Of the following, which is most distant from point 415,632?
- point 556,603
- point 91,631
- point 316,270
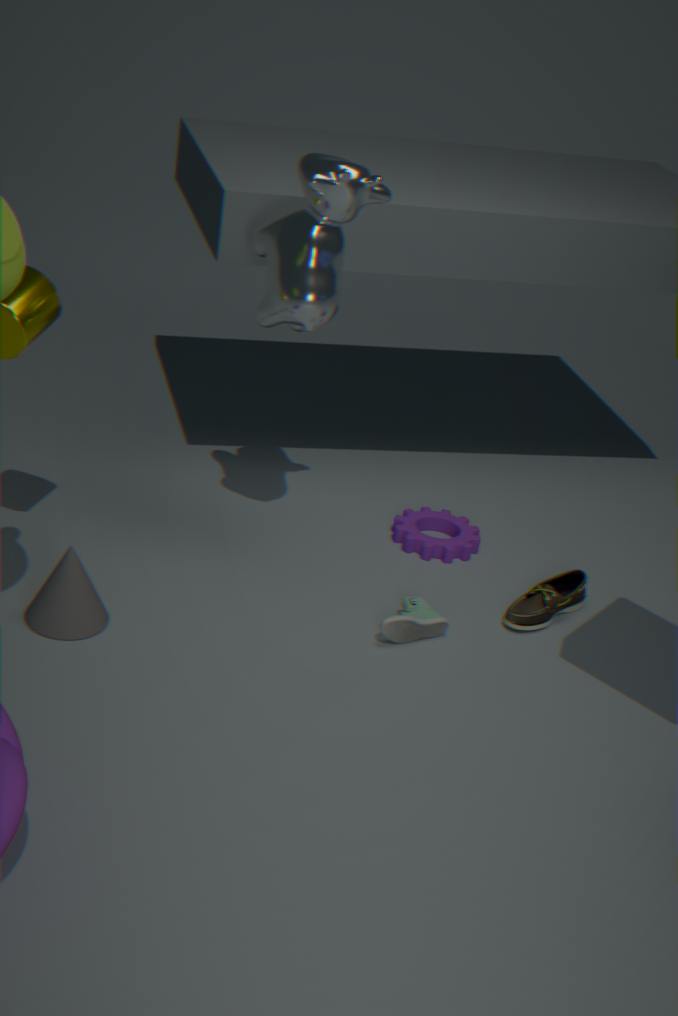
point 316,270
